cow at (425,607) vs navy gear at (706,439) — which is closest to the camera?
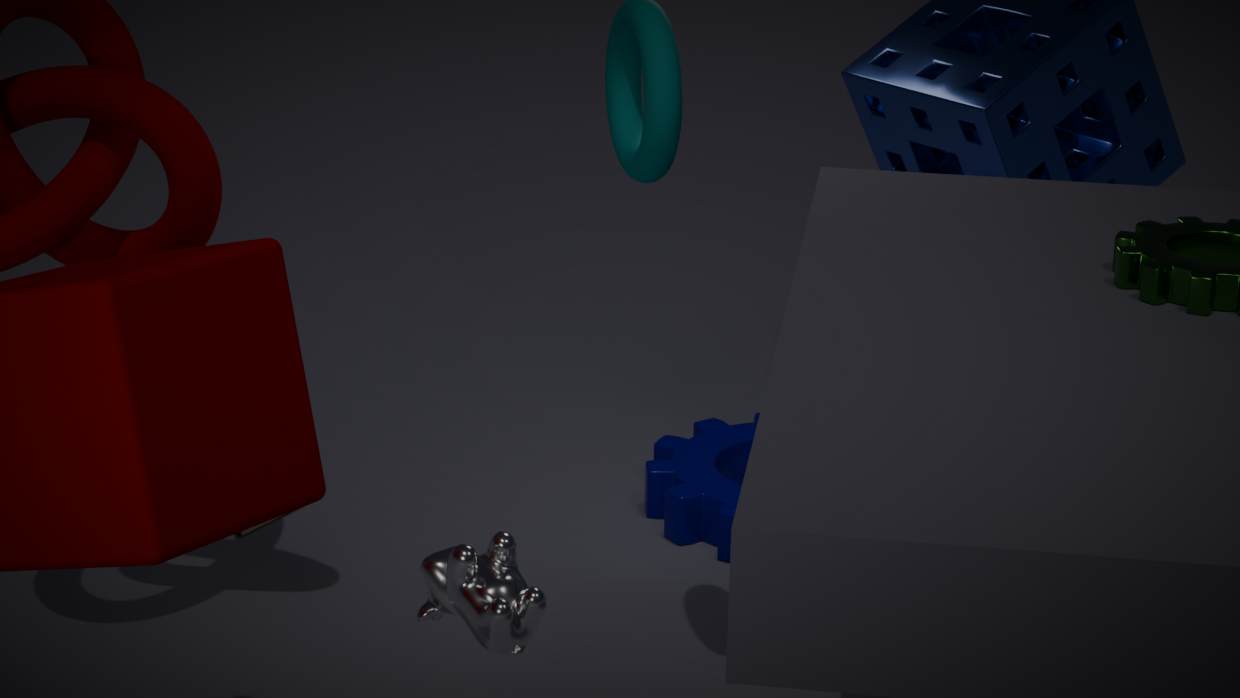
cow at (425,607)
